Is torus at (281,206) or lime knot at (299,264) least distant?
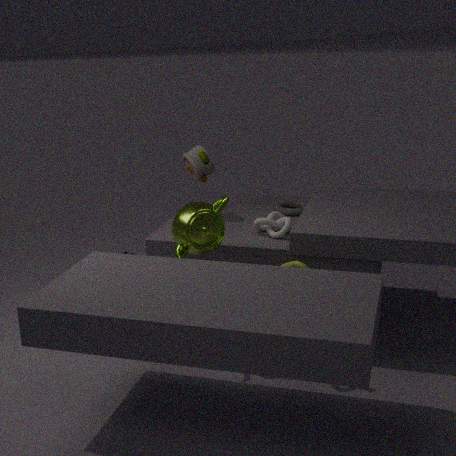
lime knot at (299,264)
